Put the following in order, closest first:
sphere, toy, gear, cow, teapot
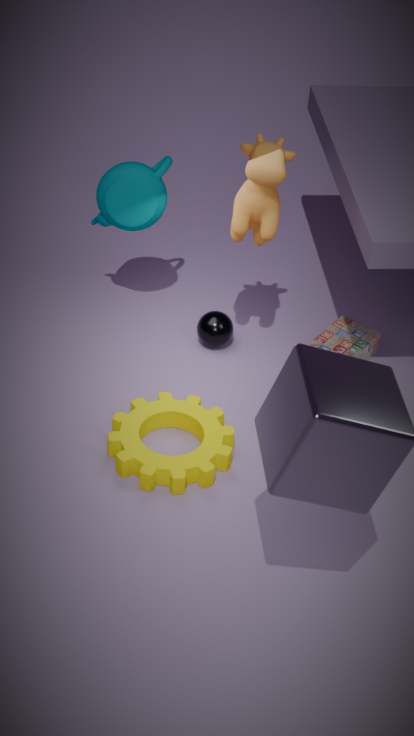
gear < cow < teapot < toy < sphere
